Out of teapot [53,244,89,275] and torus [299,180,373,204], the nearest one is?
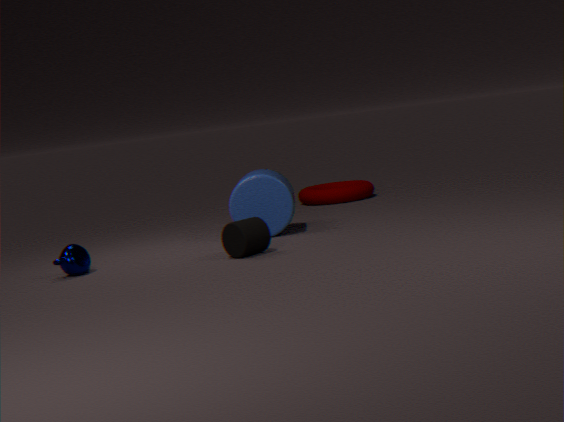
teapot [53,244,89,275]
